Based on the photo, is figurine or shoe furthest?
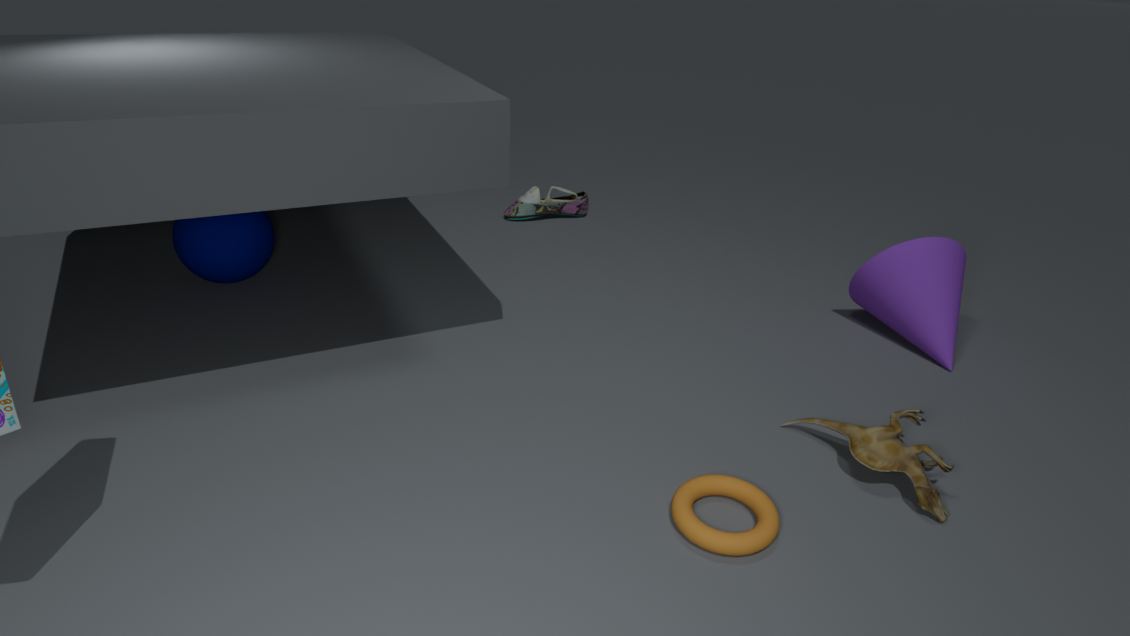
shoe
